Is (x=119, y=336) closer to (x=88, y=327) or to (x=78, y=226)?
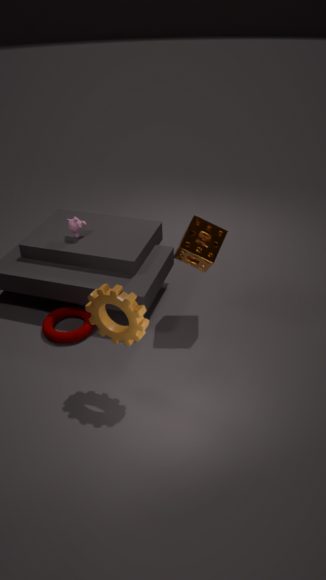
(x=88, y=327)
